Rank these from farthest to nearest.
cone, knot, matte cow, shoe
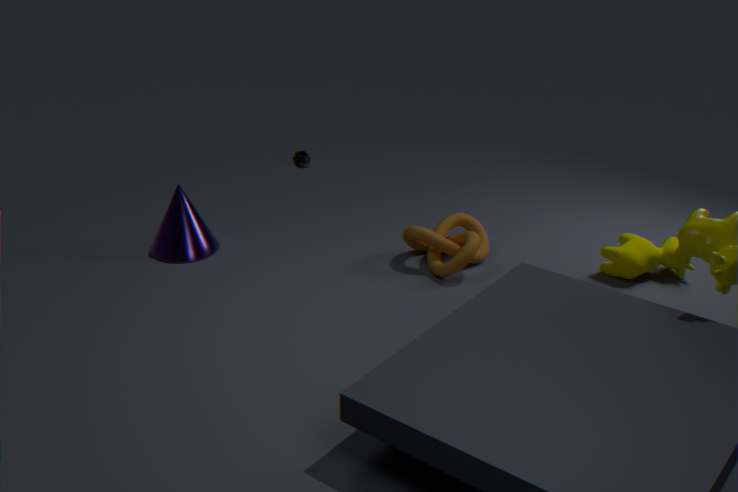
shoe → cone → knot → matte cow
